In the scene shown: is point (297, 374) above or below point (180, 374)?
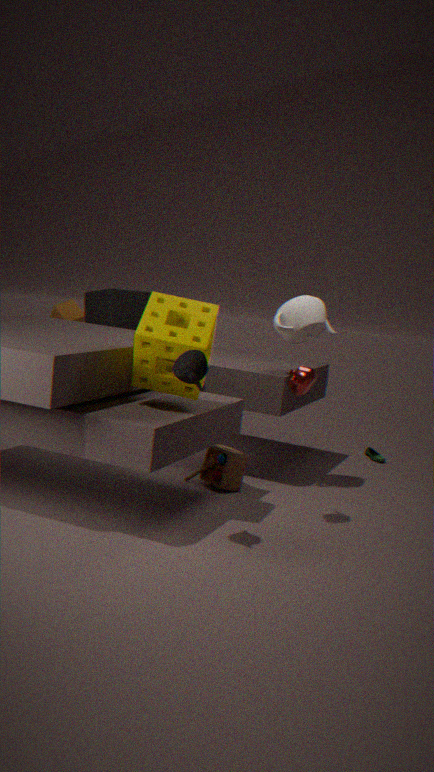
below
